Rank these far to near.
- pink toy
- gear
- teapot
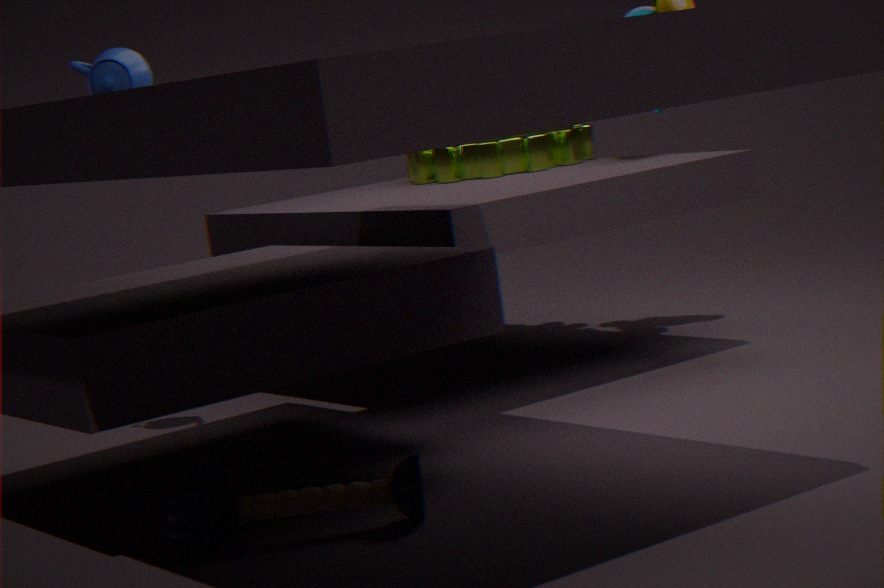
gear → teapot → pink toy
